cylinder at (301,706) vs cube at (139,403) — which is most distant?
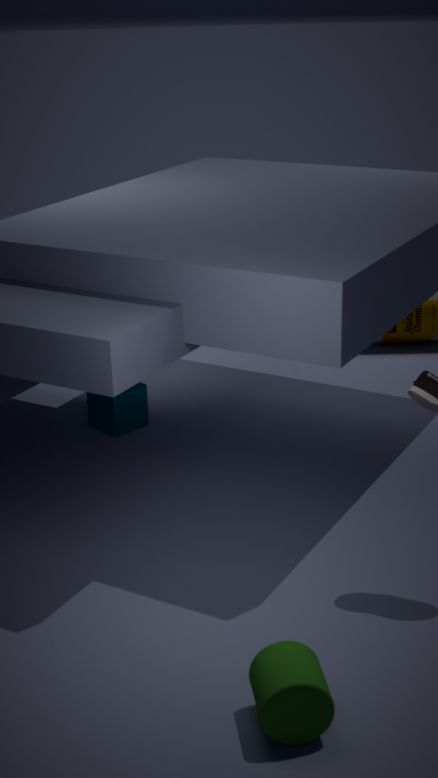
cube at (139,403)
